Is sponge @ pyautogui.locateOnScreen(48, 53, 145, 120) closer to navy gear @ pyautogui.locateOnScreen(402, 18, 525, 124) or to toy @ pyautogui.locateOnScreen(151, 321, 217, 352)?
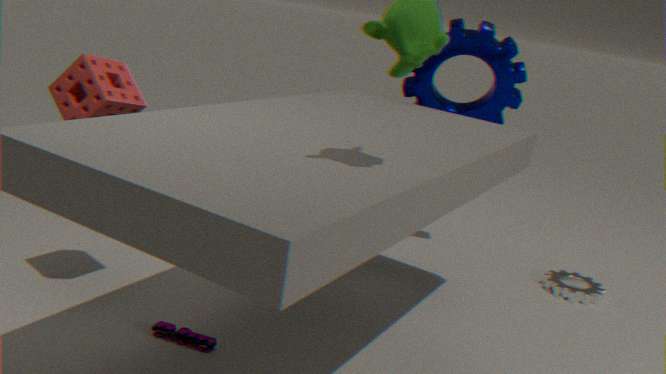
toy @ pyautogui.locateOnScreen(151, 321, 217, 352)
